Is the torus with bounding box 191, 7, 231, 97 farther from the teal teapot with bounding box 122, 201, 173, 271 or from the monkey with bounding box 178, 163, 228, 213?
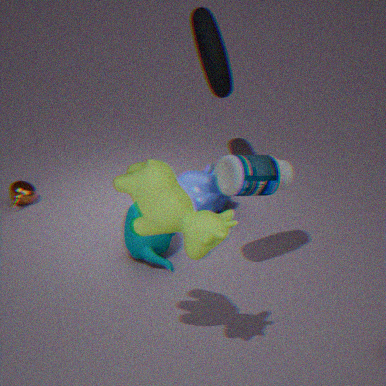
the teal teapot with bounding box 122, 201, 173, 271
